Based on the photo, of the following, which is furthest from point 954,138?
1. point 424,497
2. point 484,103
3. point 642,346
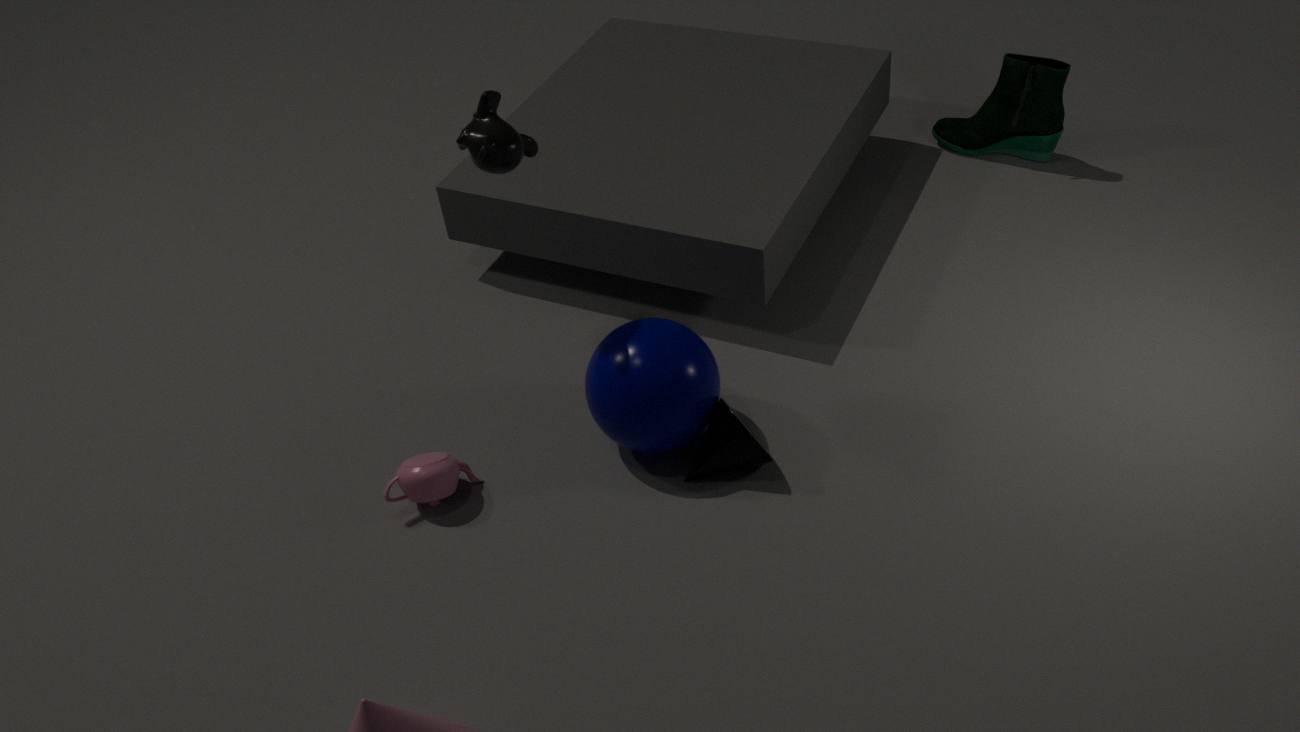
point 424,497
